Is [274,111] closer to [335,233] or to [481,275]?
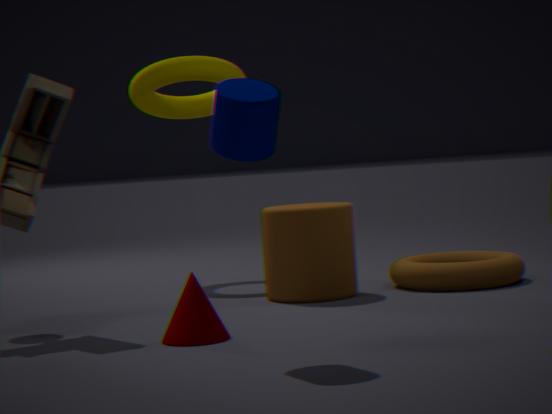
[335,233]
